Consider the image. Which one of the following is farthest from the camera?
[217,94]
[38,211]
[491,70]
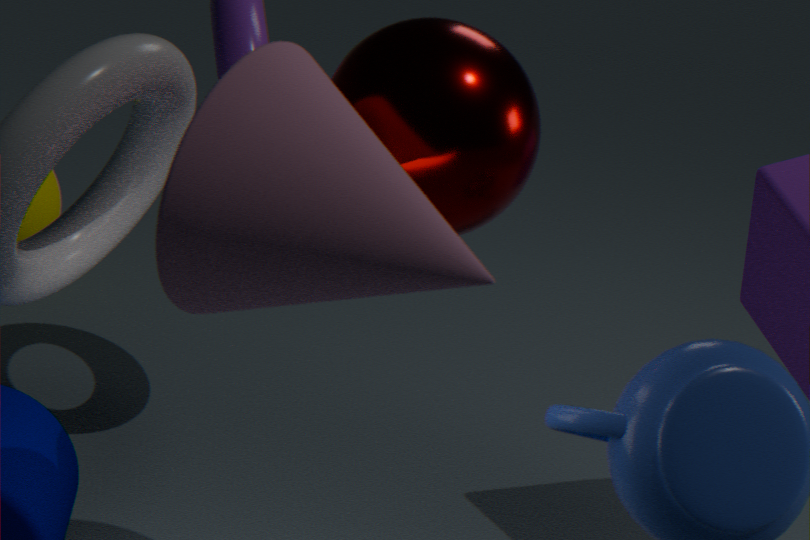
[38,211]
